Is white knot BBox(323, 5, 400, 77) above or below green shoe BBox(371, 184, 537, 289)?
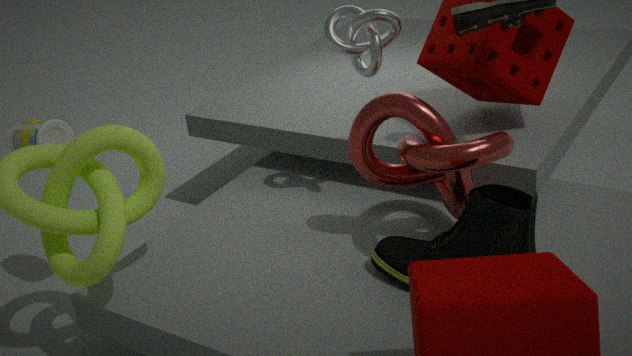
above
